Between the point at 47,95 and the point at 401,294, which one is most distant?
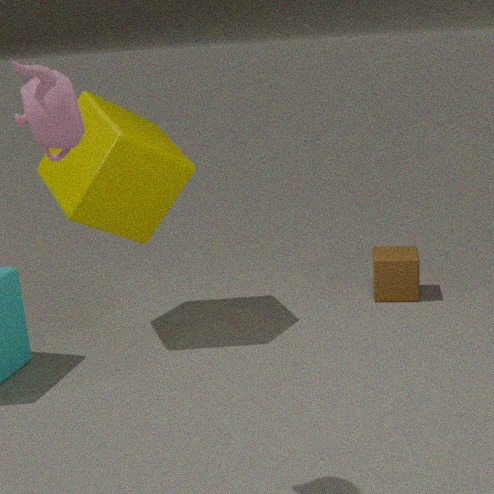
the point at 401,294
